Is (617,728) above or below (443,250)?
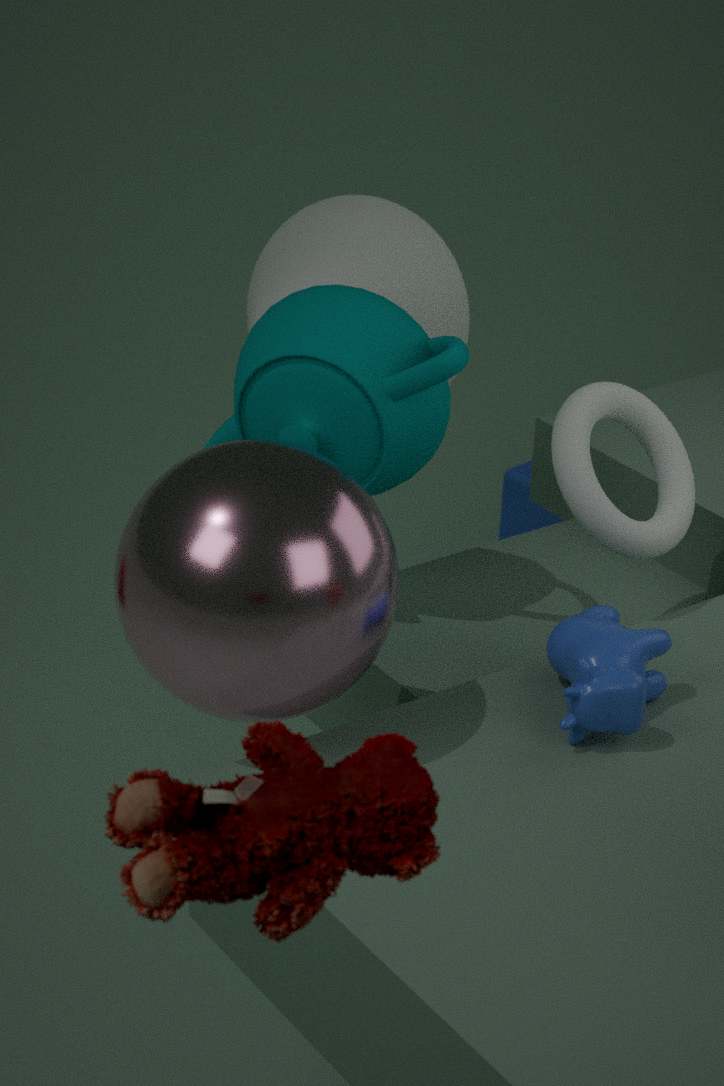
below
